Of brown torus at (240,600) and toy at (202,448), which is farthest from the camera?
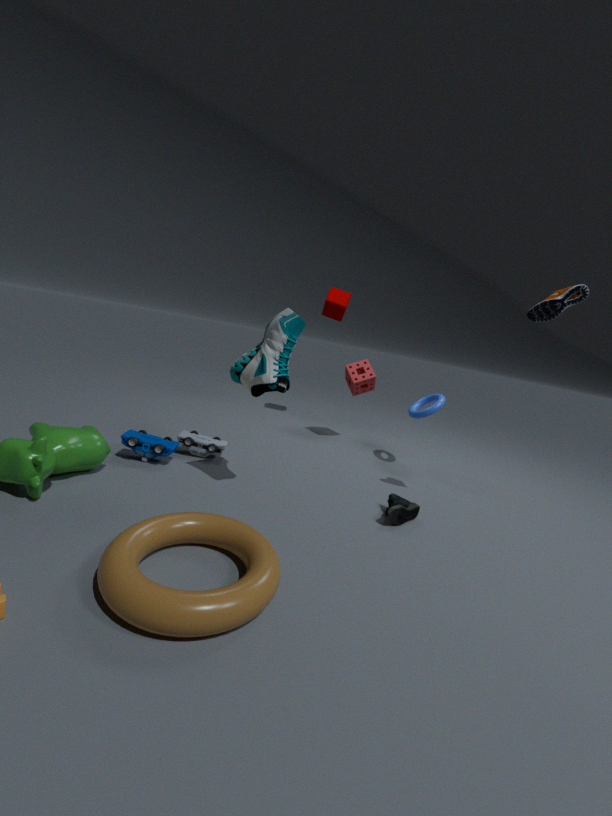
toy at (202,448)
